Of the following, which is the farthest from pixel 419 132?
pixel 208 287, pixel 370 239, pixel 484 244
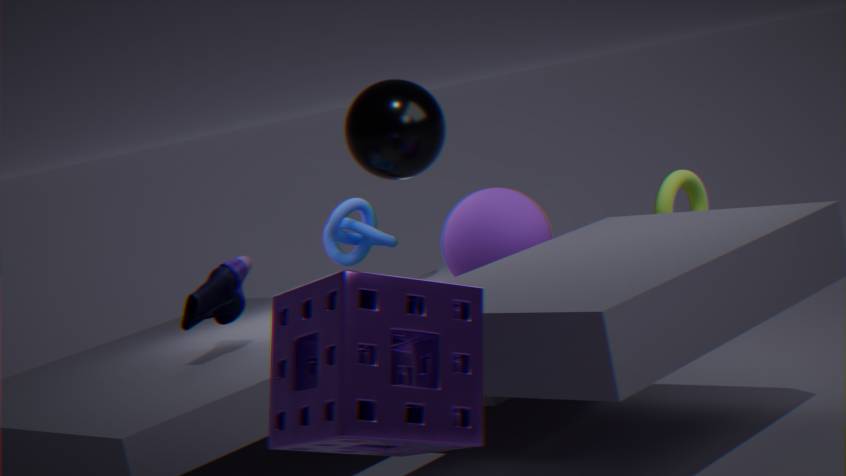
pixel 208 287
